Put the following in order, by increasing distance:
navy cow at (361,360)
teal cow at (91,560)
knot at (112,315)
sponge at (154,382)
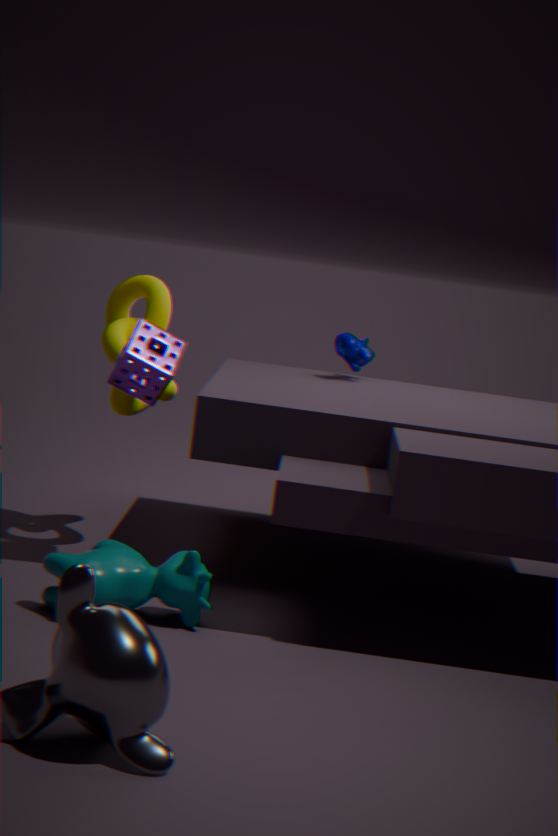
teal cow at (91,560) → sponge at (154,382) → knot at (112,315) → navy cow at (361,360)
